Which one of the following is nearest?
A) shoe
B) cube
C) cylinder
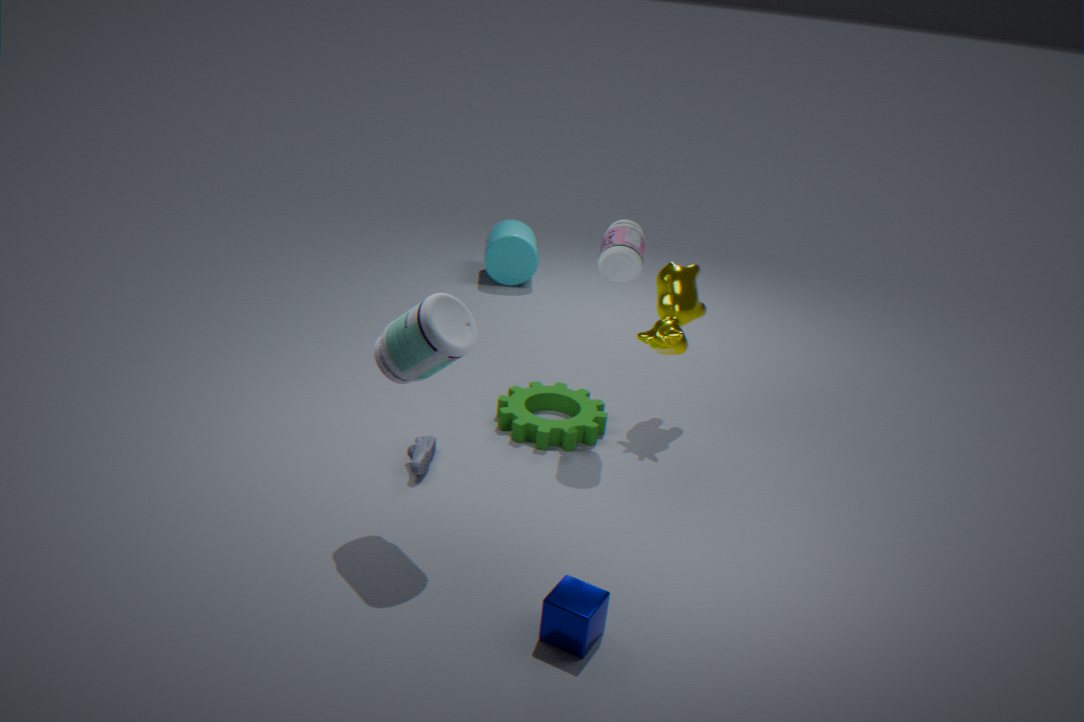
cube
